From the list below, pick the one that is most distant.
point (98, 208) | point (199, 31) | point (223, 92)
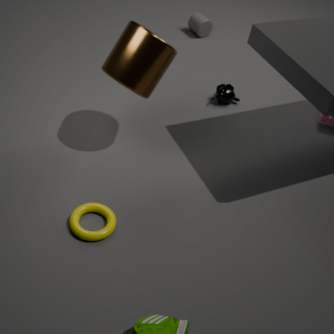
point (199, 31)
